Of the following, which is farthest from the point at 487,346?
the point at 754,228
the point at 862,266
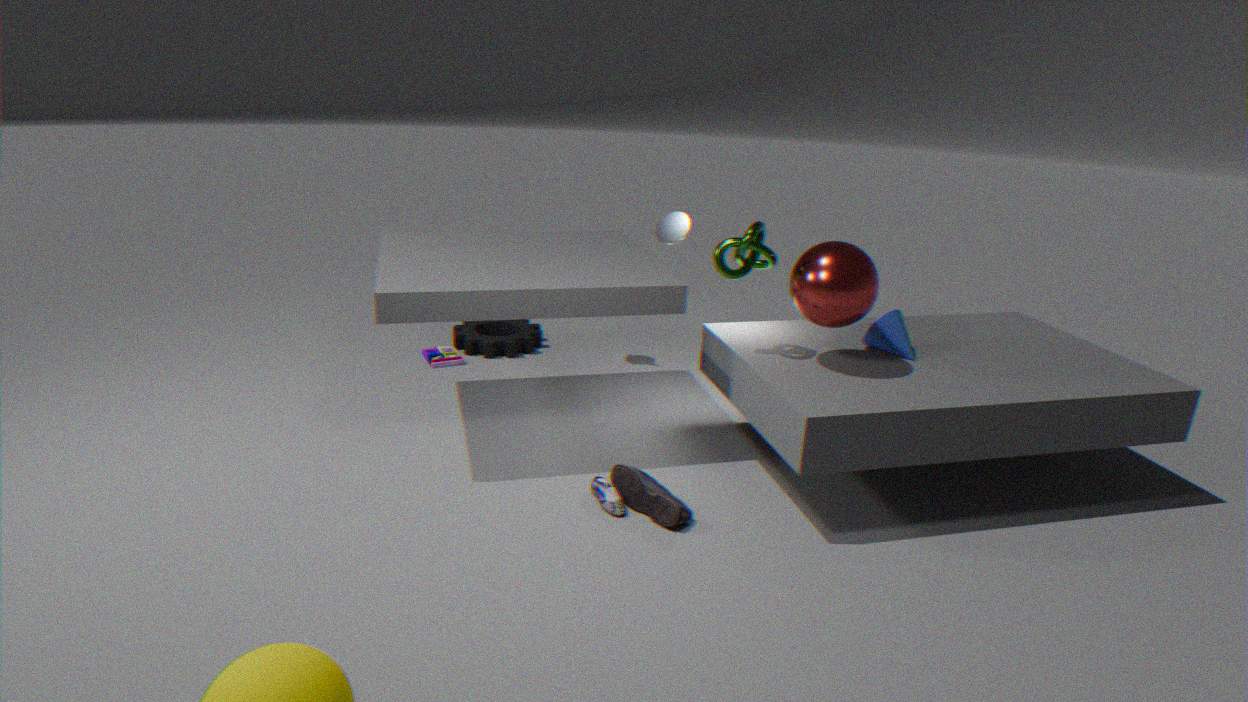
the point at 862,266
